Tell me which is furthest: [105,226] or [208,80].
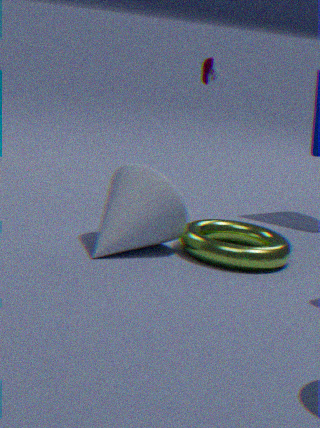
[208,80]
